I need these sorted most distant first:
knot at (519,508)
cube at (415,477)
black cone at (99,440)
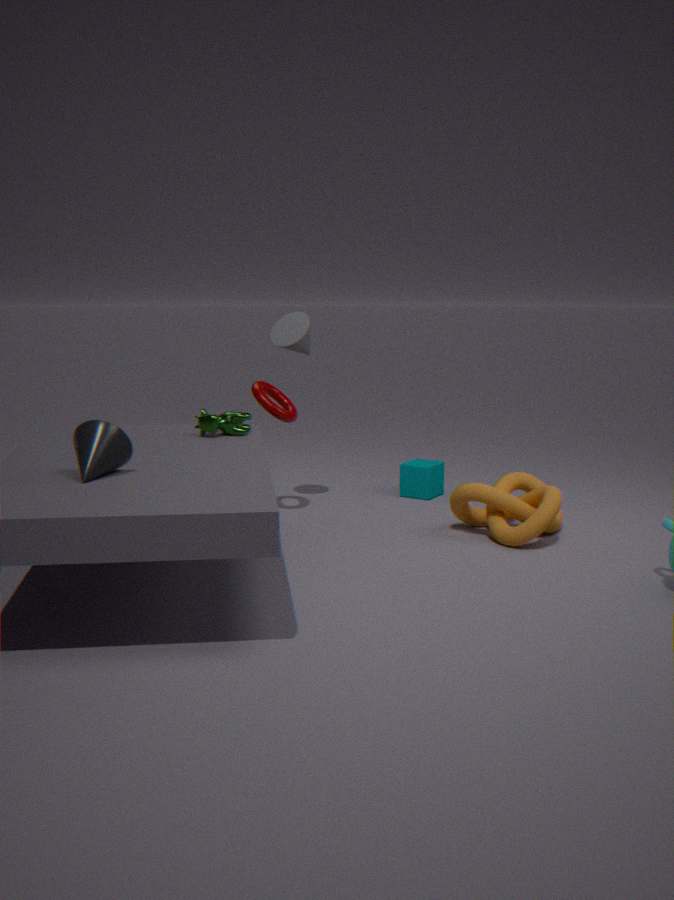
cube at (415,477) → knot at (519,508) → black cone at (99,440)
